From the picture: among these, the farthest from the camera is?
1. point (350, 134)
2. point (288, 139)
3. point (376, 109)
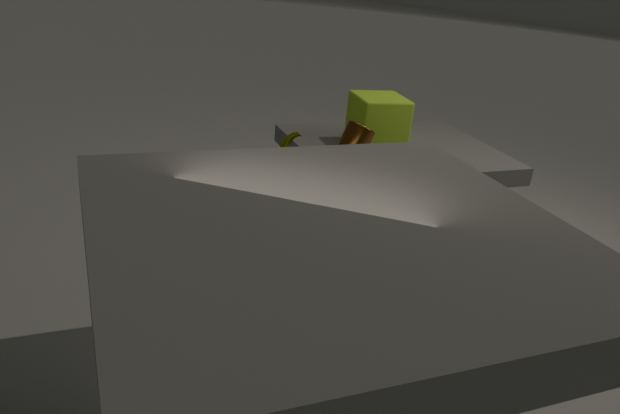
point (376, 109)
